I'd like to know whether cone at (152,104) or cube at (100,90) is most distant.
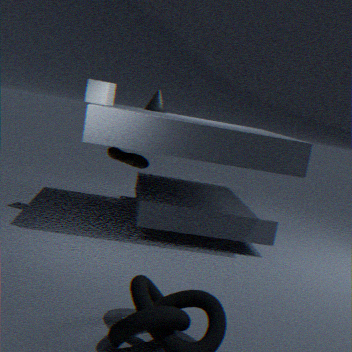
cone at (152,104)
